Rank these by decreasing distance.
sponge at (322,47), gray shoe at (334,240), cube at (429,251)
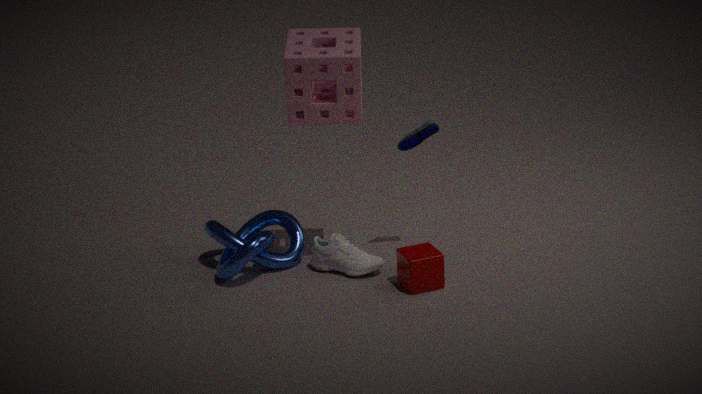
1. gray shoe at (334,240)
2. cube at (429,251)
3. sponge at (322,47)
